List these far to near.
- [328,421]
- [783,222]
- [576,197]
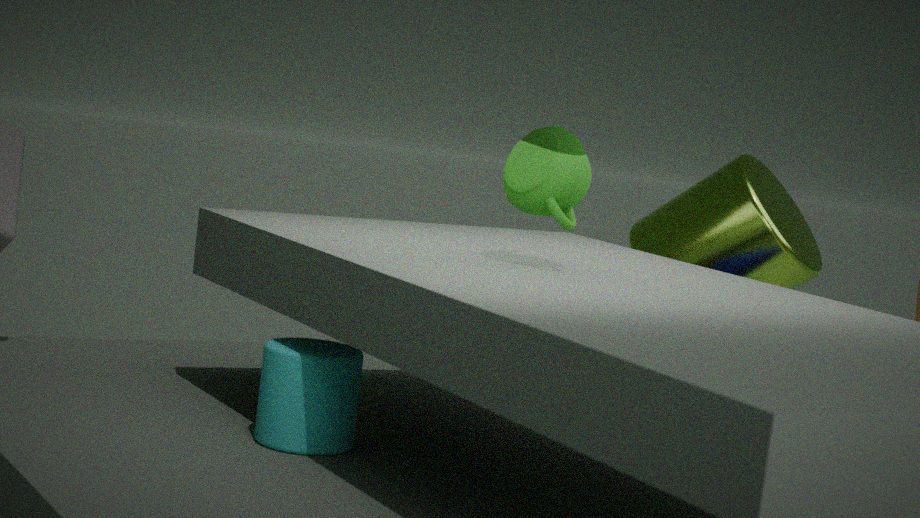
[783,222], [576,197], [328,421]
